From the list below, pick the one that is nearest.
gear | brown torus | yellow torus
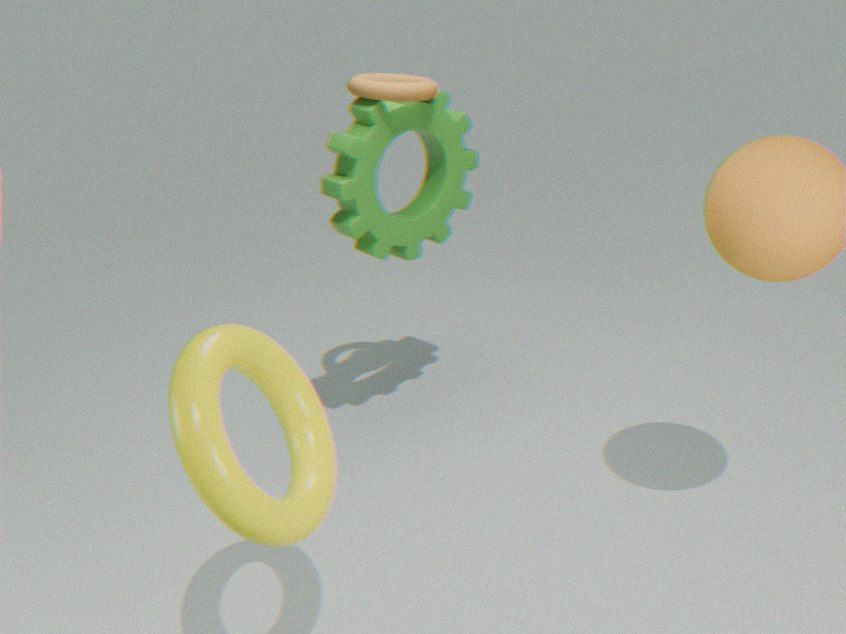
yellow torus
